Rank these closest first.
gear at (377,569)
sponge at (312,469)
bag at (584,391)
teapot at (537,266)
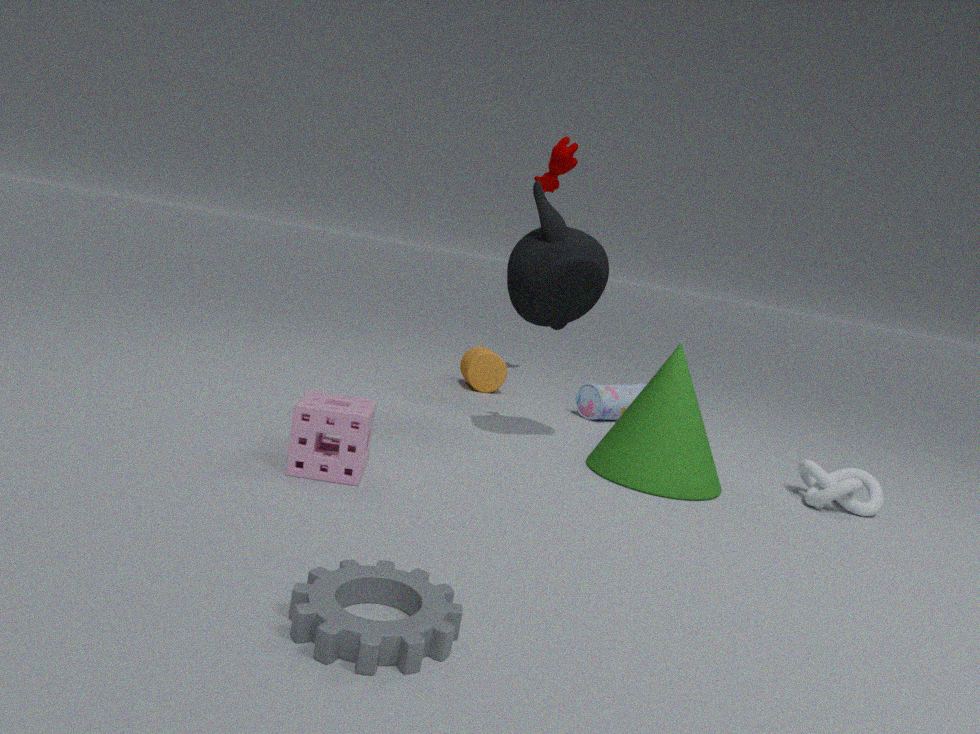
1. gear at (377,569)
2. sponge at (312,469)
3. teapot at (537,266)
4. bag at (584,391)
